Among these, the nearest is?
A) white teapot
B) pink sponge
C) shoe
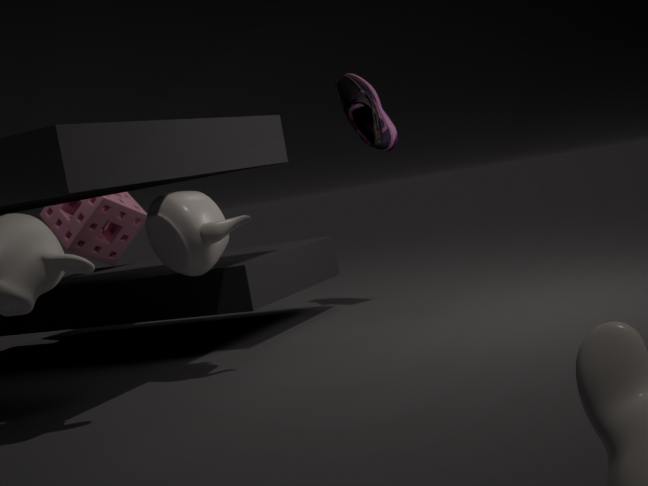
white teapot
